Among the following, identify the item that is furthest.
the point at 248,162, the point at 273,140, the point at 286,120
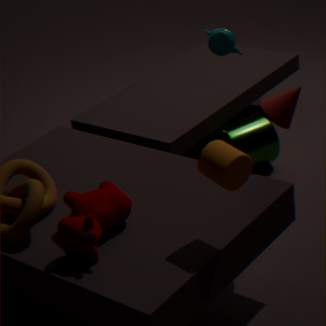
the point at 273,140
